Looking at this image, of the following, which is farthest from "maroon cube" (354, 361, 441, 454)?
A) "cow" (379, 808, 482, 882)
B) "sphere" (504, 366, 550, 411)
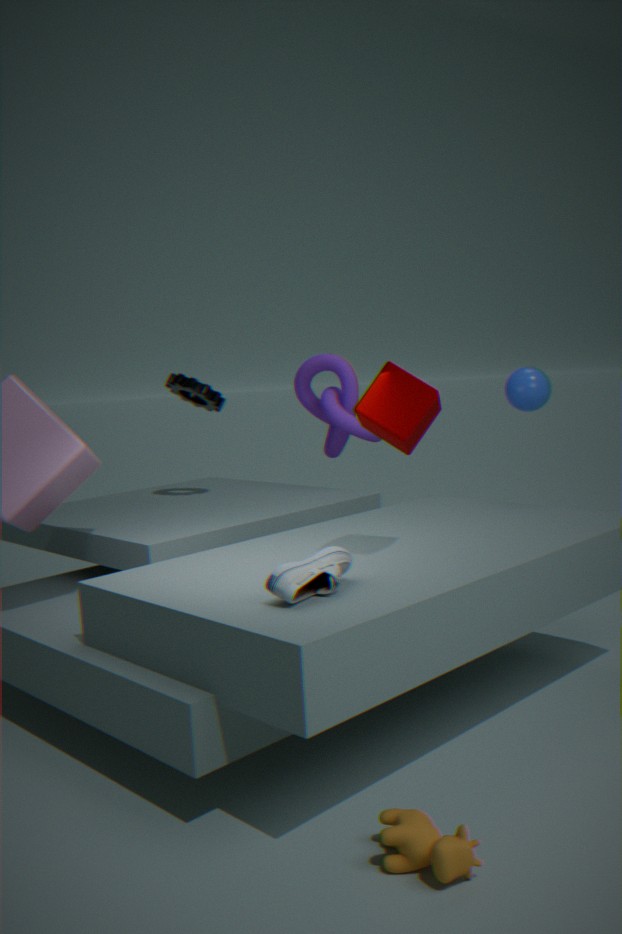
"cow" (379, 808, 482, 882)
